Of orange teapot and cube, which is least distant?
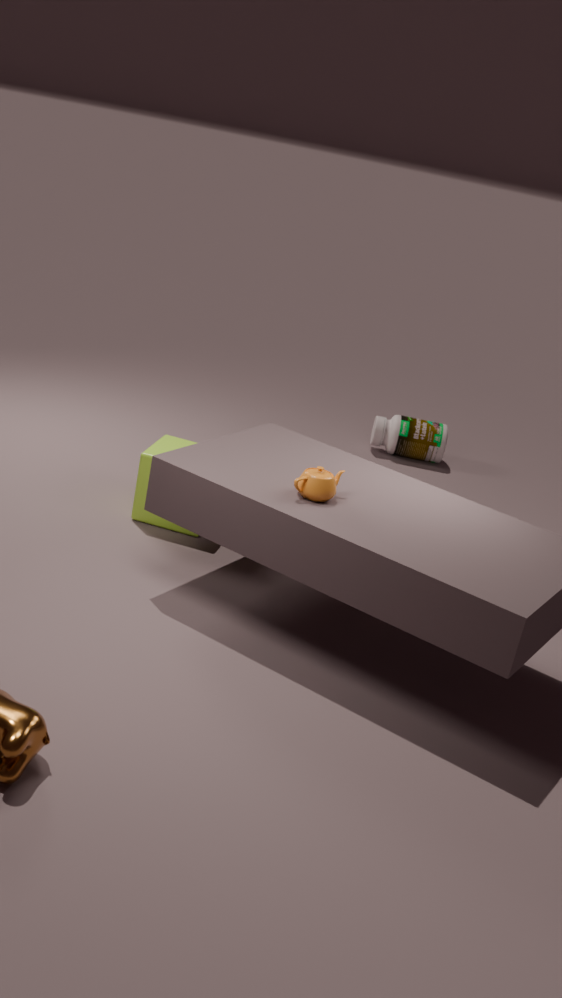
orange teapot
